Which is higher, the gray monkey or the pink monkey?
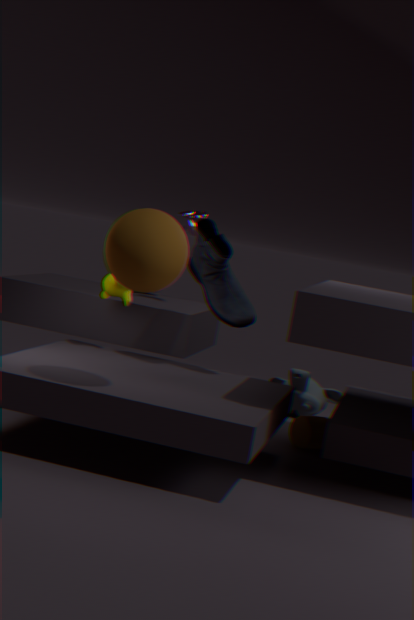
the pink monkey
